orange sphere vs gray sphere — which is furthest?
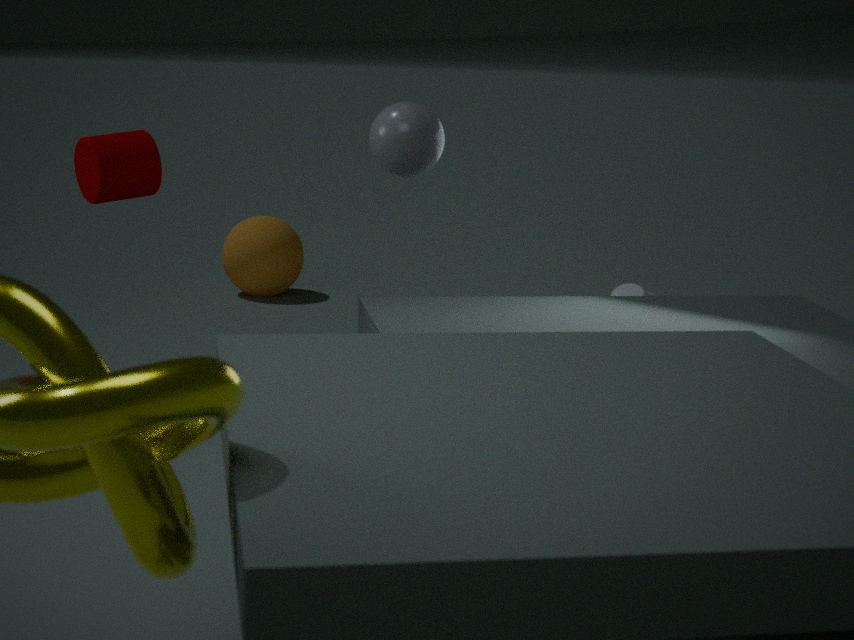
orange sphere
